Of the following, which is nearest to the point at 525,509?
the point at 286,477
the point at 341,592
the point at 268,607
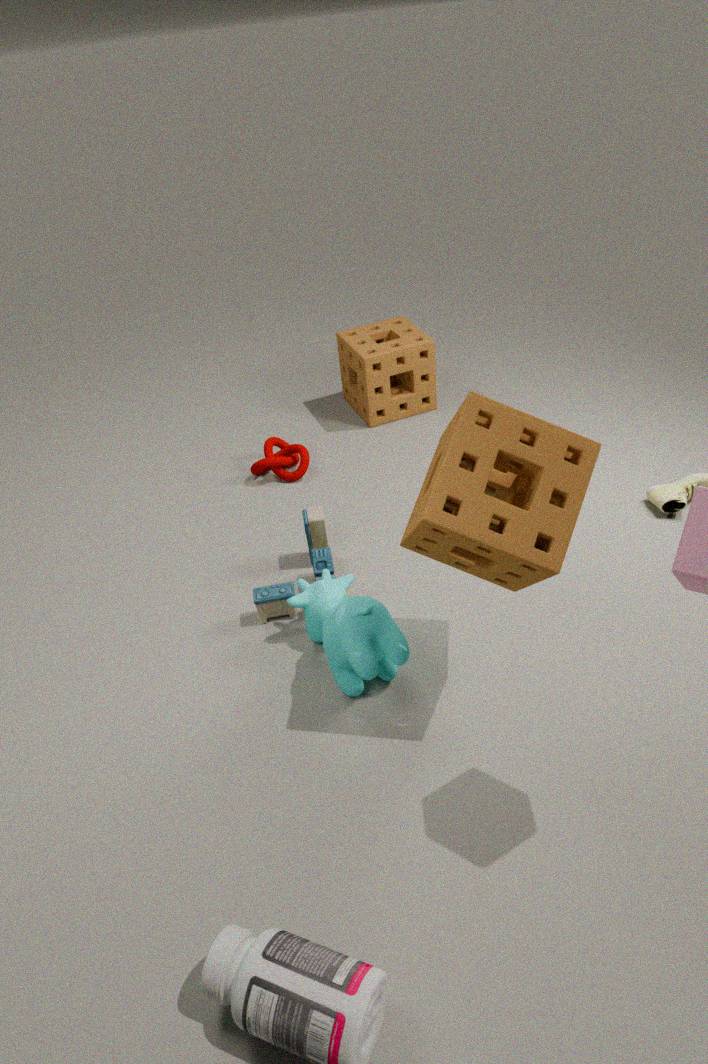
the point at 341,592
